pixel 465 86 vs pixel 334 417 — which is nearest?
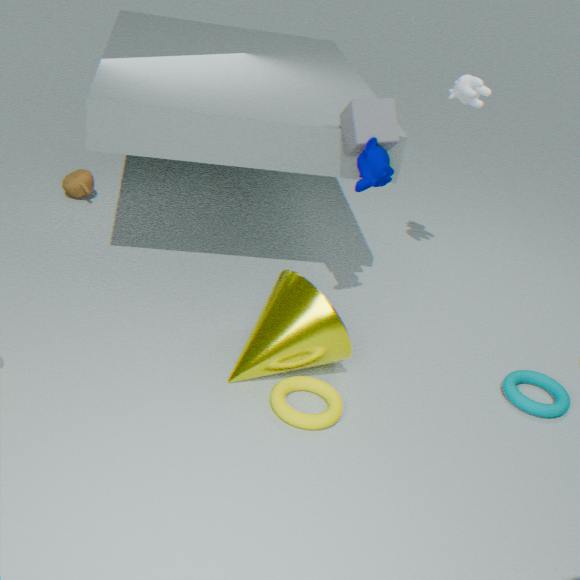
pixel 334 417
